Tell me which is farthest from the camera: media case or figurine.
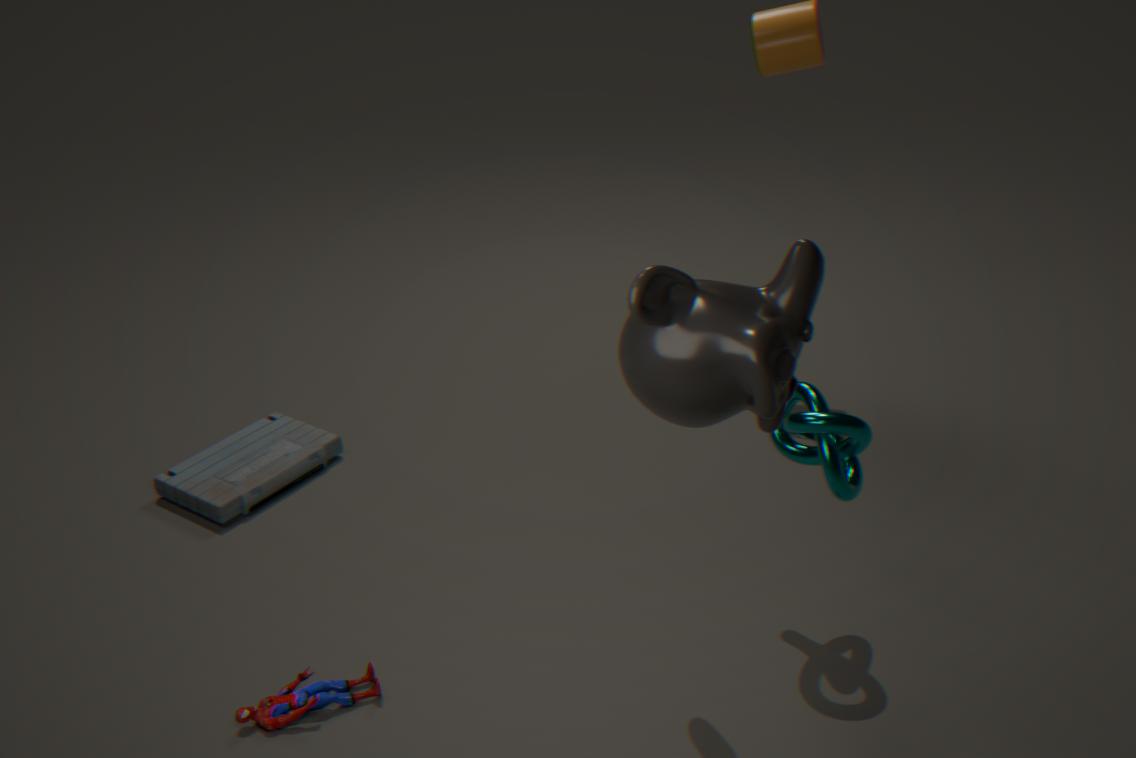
media case
